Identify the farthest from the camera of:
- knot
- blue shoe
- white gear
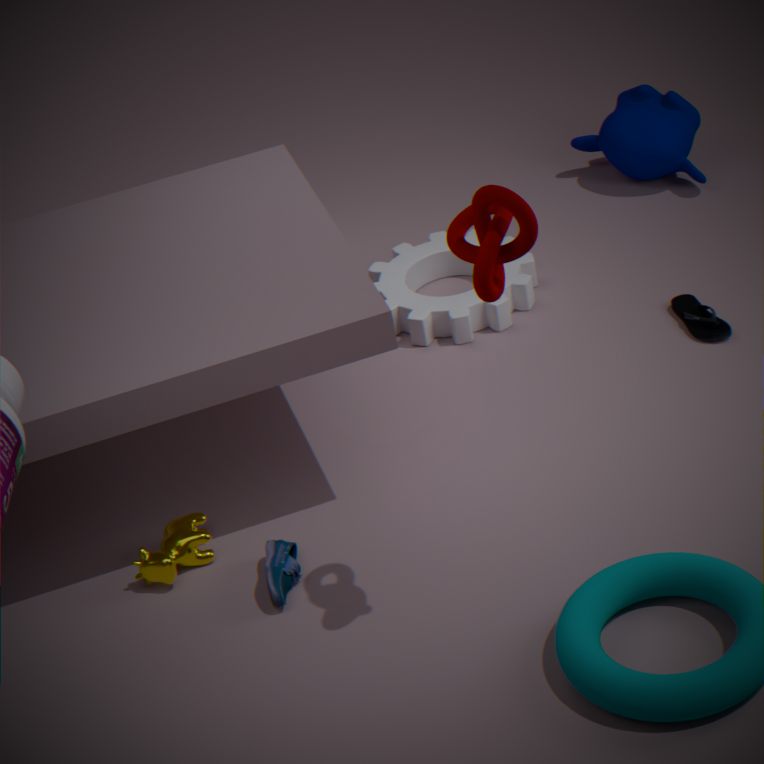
white gear
